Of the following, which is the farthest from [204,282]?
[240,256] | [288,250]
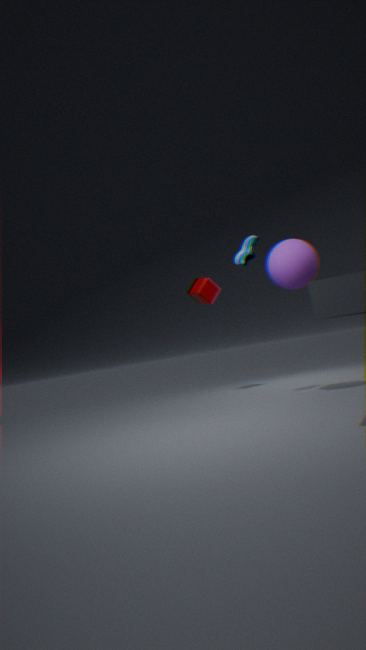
[288,250]
